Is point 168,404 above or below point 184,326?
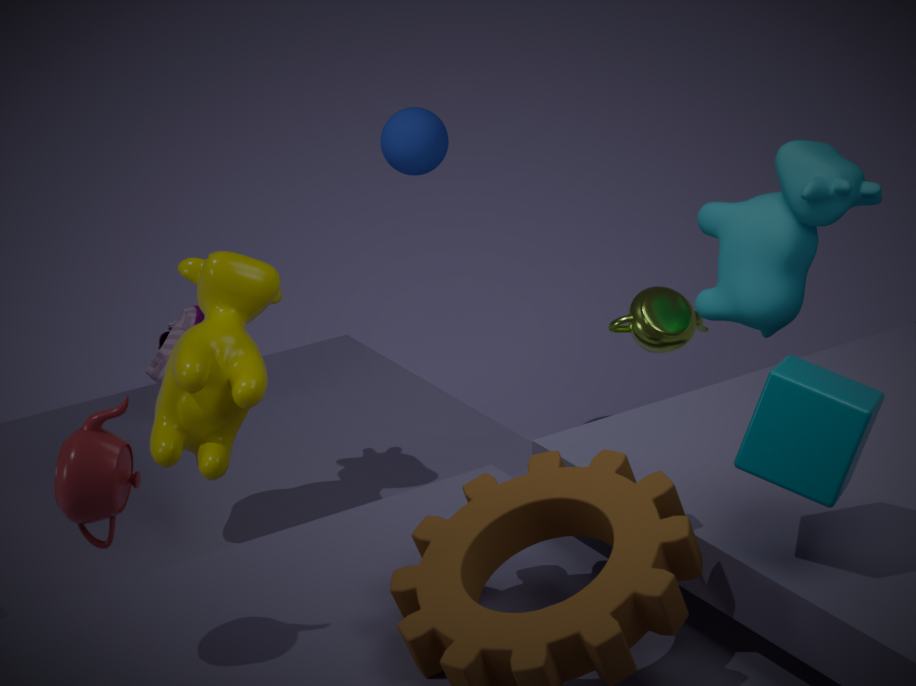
above
